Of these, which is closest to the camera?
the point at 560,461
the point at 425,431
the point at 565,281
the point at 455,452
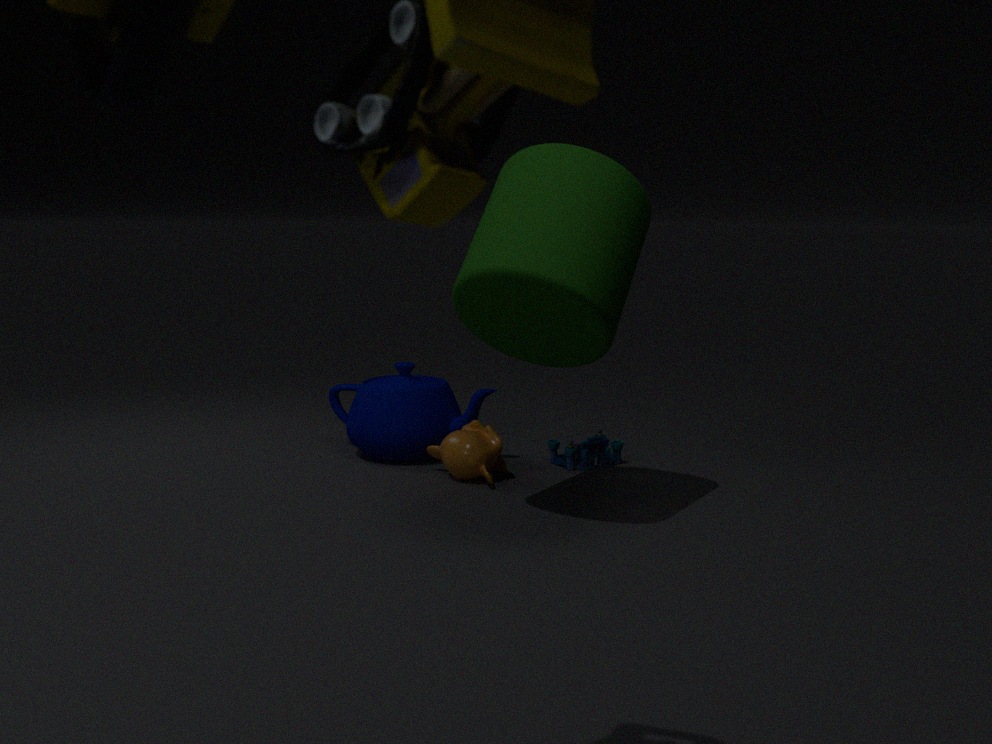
the point at 565,281
